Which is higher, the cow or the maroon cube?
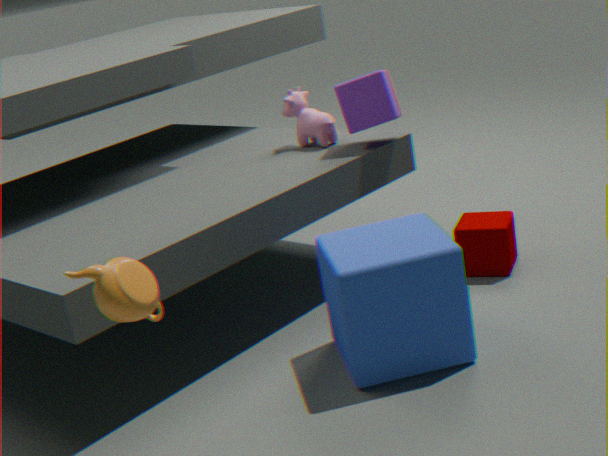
the cow
